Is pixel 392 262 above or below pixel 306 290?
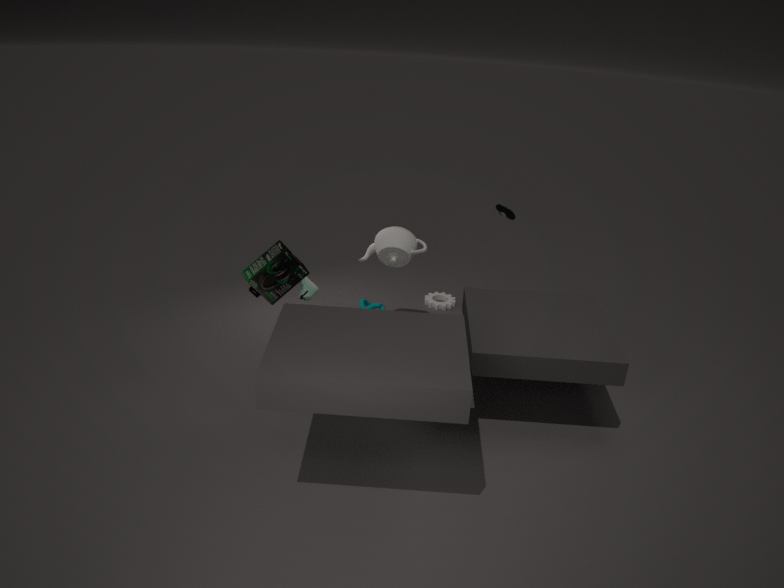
above
